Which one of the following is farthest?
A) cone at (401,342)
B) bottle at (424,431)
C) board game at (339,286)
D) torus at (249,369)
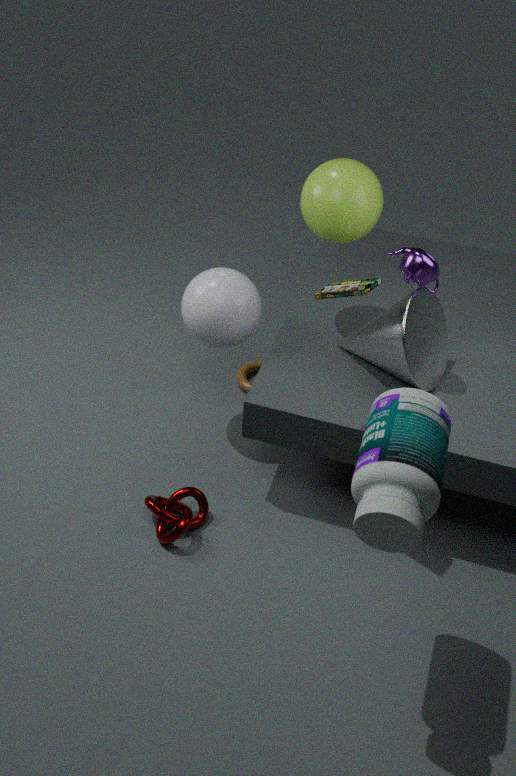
torus at (249,369)
